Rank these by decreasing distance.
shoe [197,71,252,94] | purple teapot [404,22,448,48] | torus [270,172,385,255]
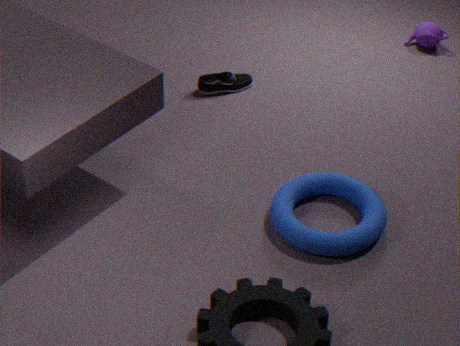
purple teapot [404,22,448,48]
shoe [197,71,252,94]
torus [270,172,385,255]
